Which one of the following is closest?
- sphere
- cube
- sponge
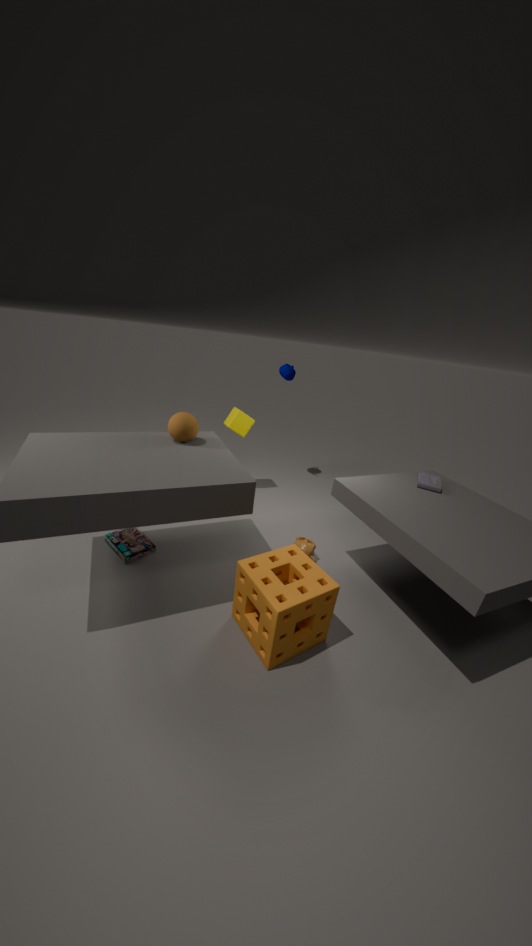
sponge
